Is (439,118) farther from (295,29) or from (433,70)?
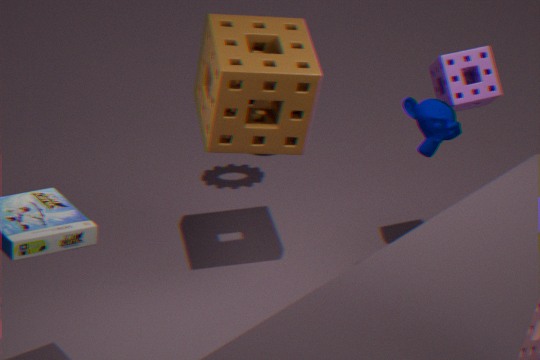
(295,29)
